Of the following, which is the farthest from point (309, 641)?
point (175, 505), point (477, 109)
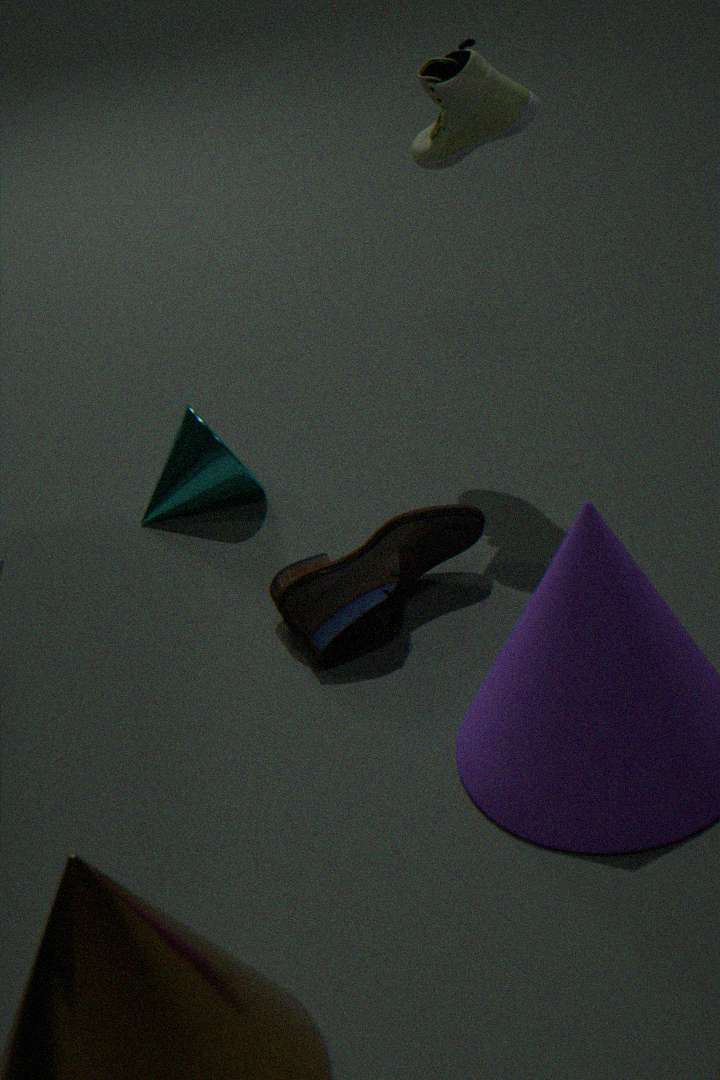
point (477, 109)
